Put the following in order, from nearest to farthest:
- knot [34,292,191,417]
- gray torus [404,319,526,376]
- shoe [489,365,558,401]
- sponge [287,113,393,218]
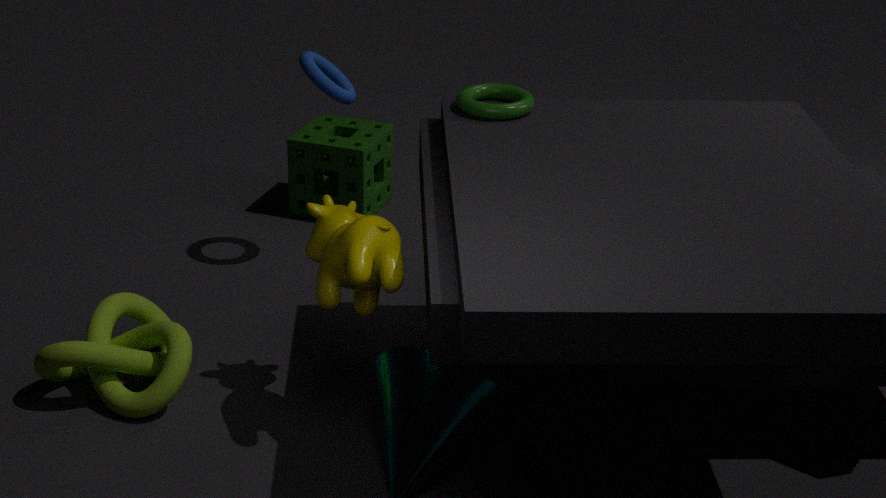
knot [34,292,191,417], gray torus [404,319,526,376], shoe [489,365,558,401], sponge [287,113,393,218]
